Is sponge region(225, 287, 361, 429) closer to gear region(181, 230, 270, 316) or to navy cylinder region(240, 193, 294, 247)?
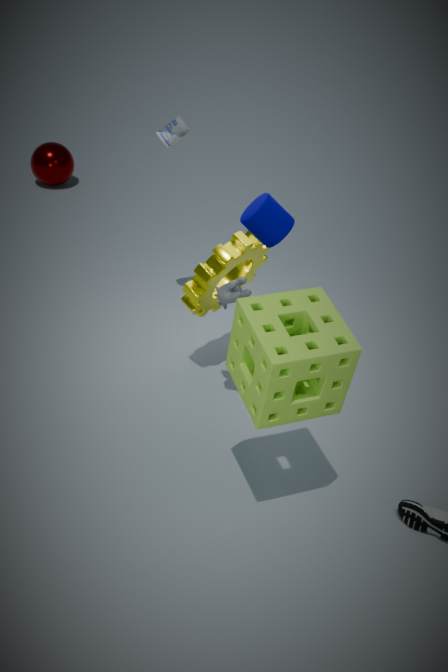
navy cylinder region(240, 193, 294, 247)
